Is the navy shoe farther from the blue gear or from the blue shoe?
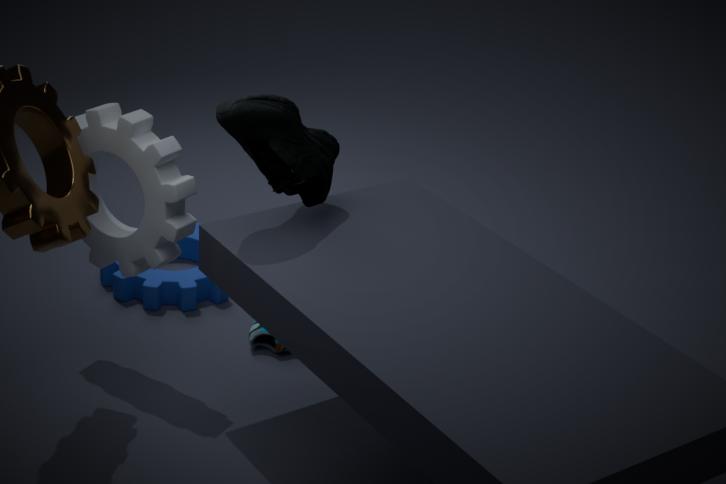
the blue gear
